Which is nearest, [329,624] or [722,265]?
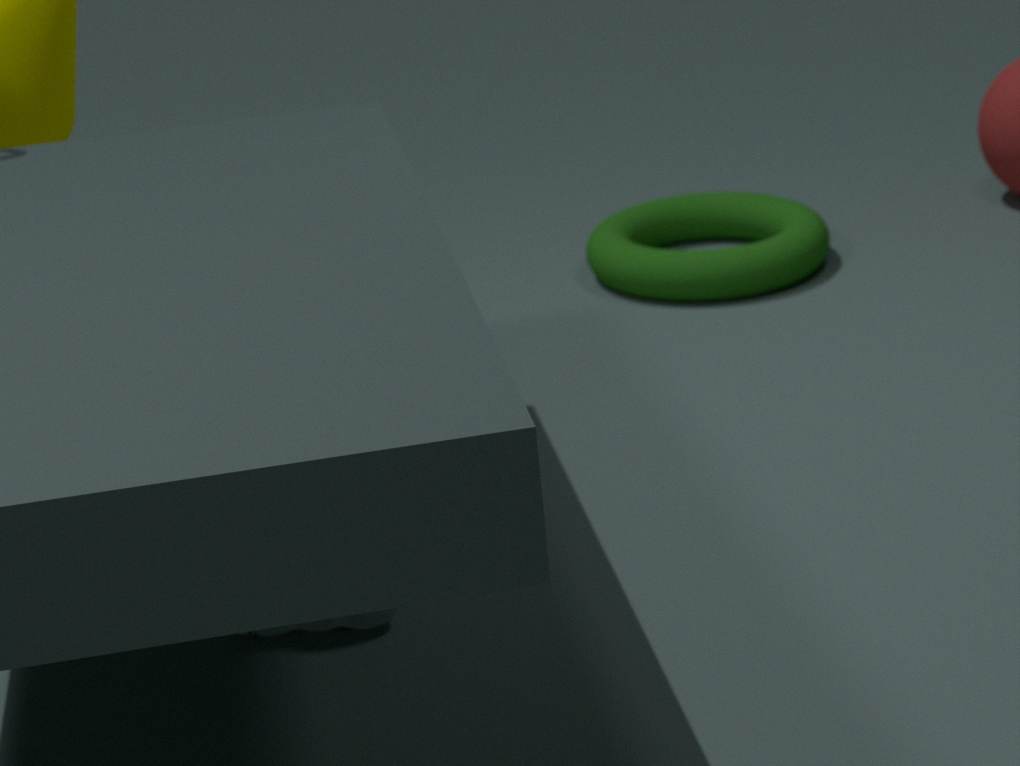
[329,624]
